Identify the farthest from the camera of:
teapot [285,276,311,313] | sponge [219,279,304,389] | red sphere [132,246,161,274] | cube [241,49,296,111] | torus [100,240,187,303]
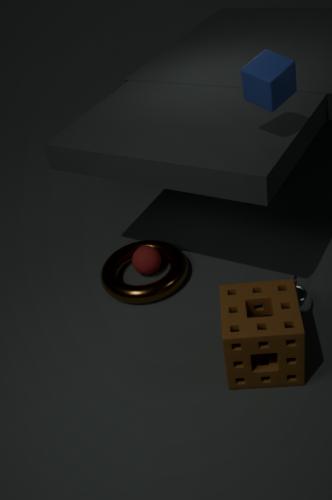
red sphere [132,246,161,274]
